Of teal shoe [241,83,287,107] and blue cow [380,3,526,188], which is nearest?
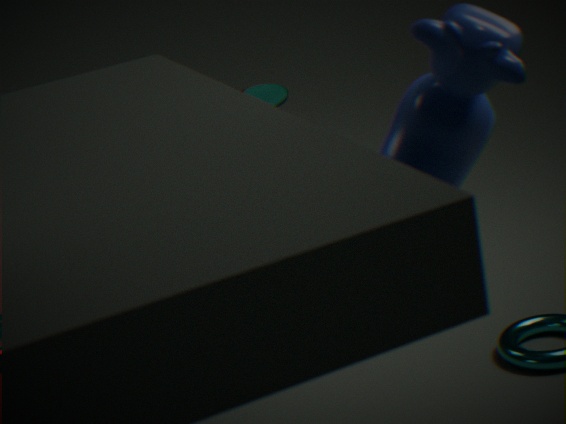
blue cow [380,3,526,188]
